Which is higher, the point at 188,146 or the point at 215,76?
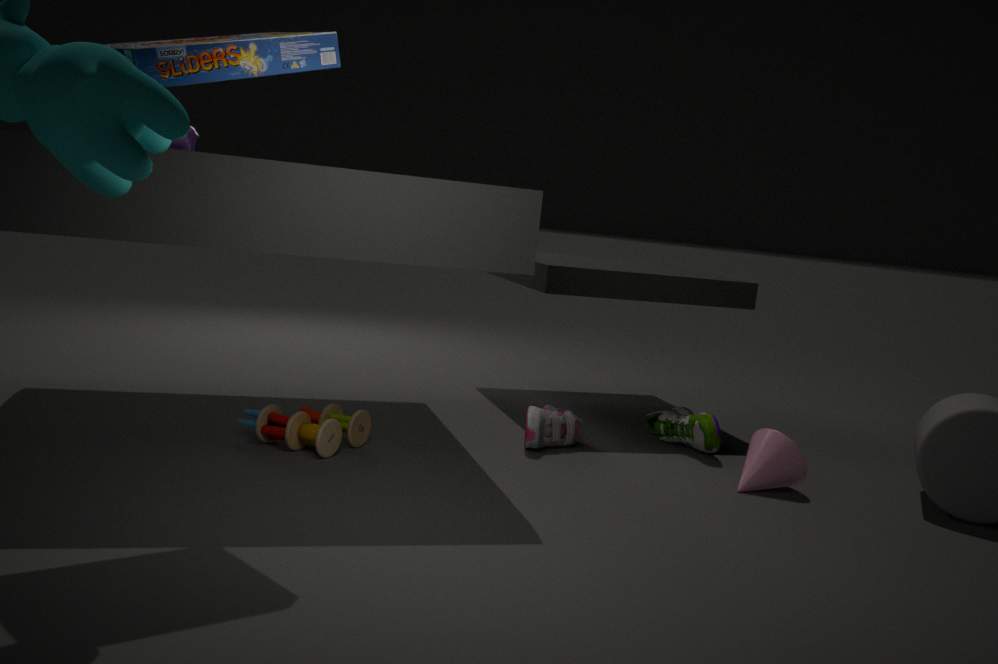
the point at 215,76
